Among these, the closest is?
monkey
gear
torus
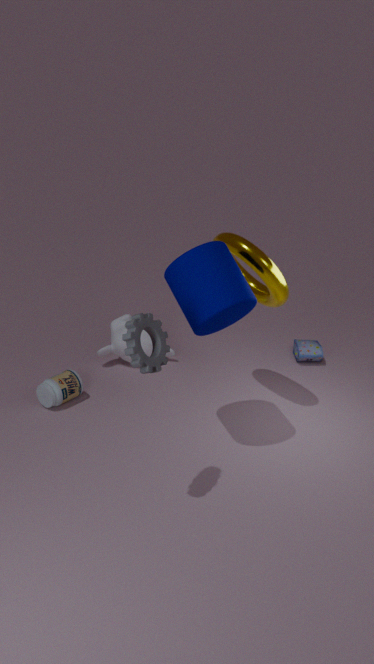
gear
